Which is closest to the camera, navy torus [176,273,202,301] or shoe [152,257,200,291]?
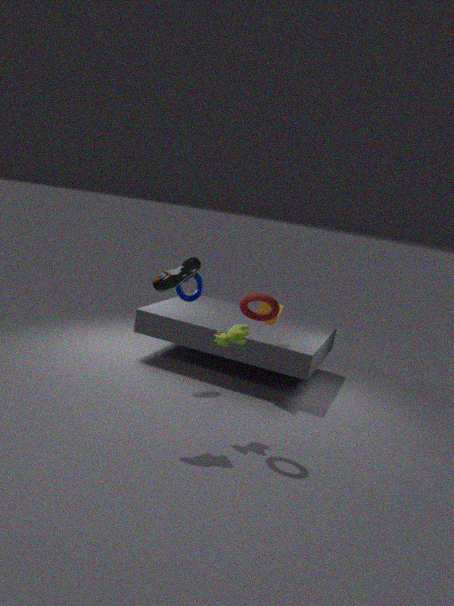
shoe [152,257,200,291]
